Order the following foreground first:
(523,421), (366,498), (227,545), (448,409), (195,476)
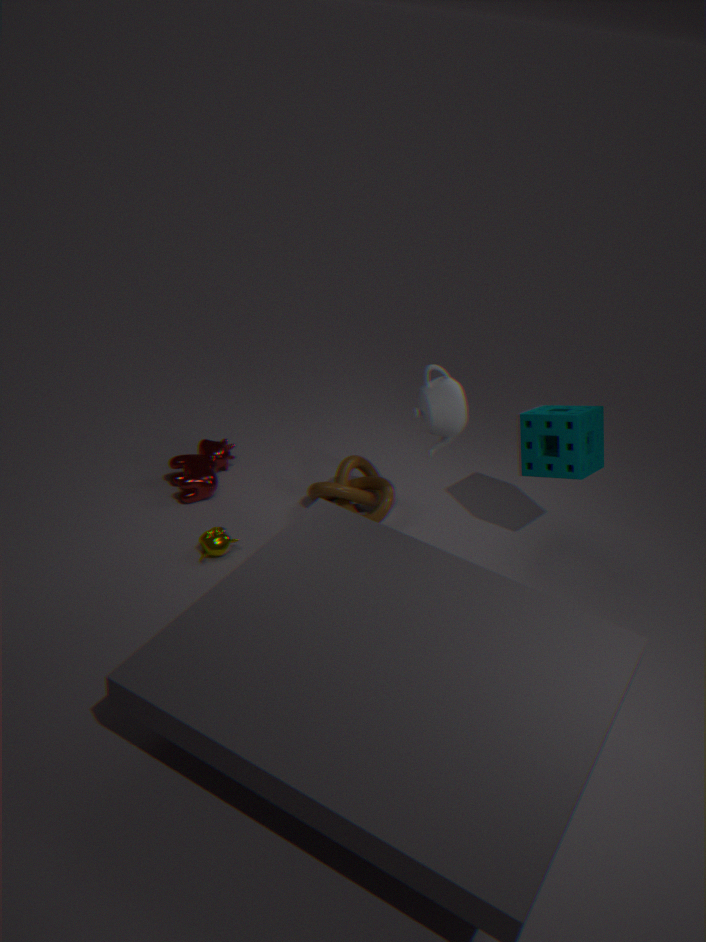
(448,409)
(227,545)
(523,421)
(195,476)
(366,498)
